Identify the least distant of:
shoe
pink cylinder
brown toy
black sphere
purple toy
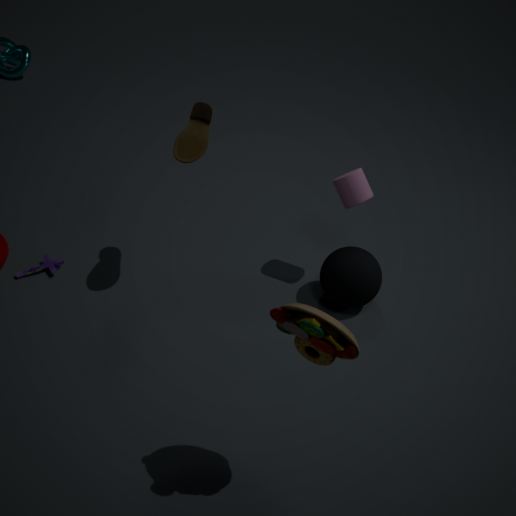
brown toy
